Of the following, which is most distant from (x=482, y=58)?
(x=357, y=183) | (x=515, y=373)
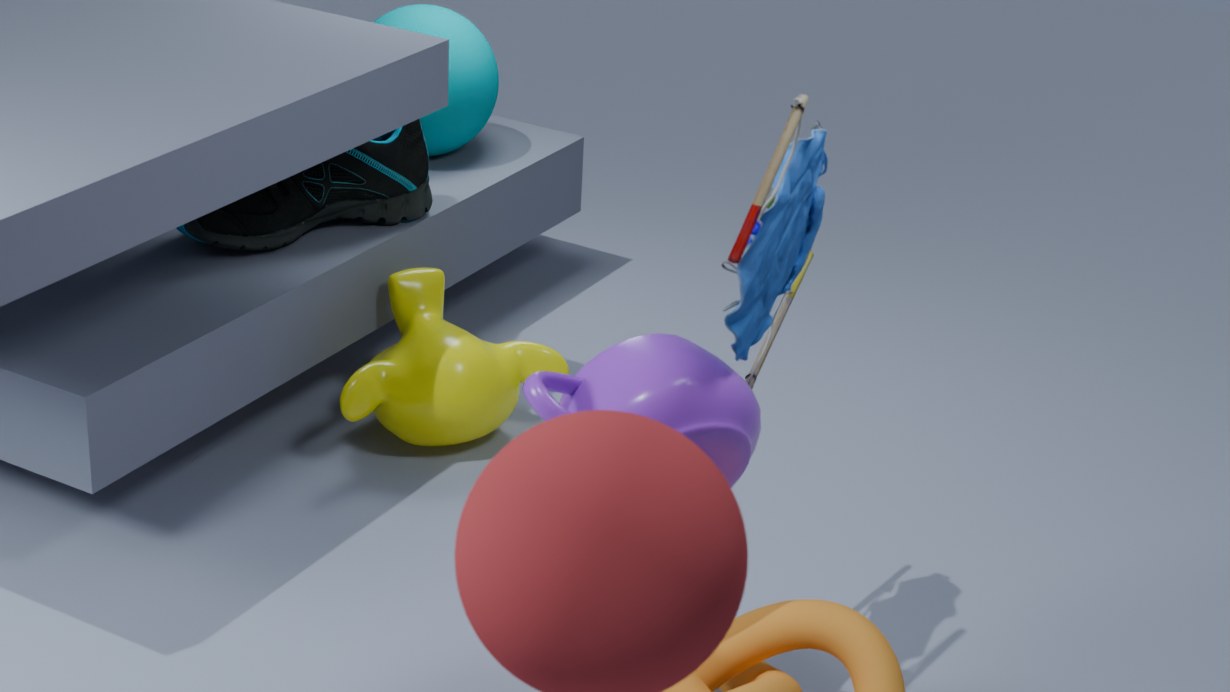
(x=515, y=373)
